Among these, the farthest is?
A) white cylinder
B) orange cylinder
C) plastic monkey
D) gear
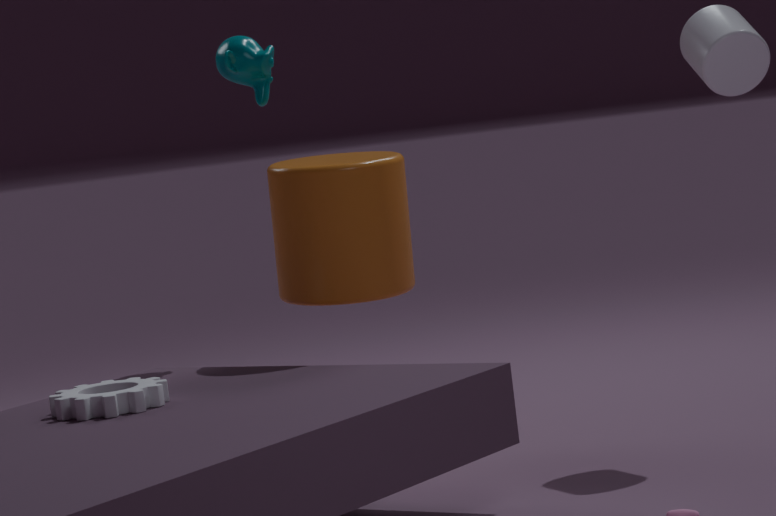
plastic monkey
